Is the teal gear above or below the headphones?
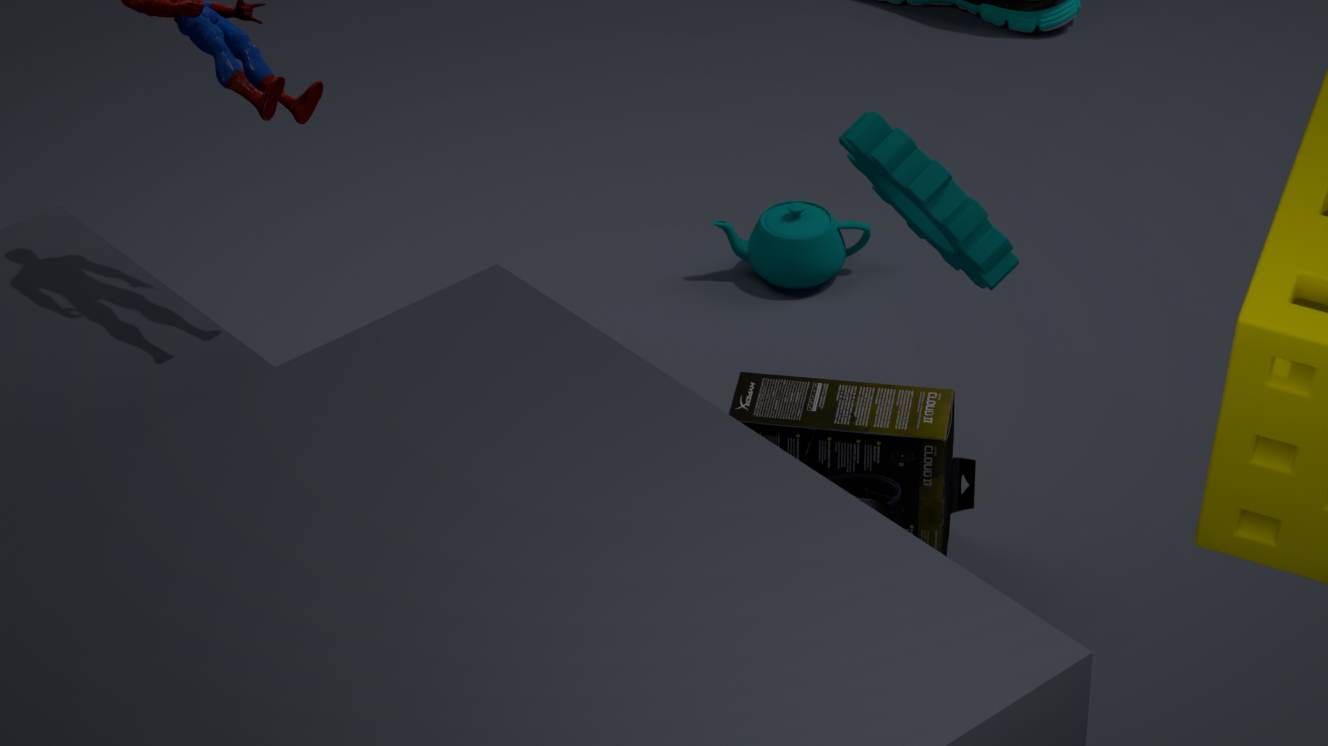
above
